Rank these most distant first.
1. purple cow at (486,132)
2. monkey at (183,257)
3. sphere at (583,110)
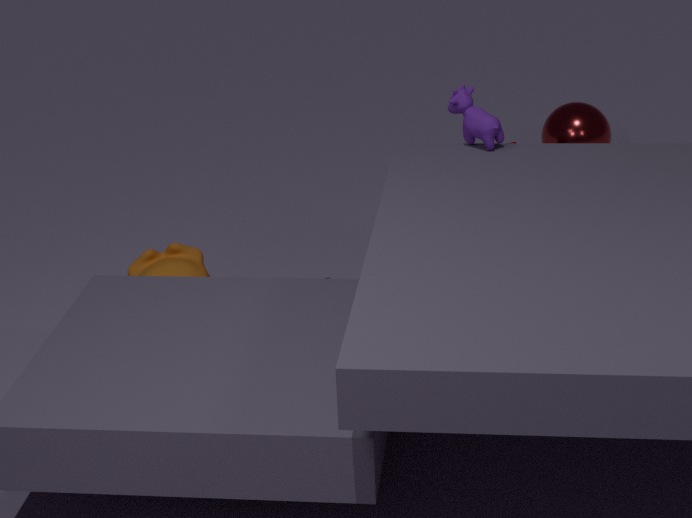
sphere at (583,110), monkey at (183,257), purple cow at (486,132)
